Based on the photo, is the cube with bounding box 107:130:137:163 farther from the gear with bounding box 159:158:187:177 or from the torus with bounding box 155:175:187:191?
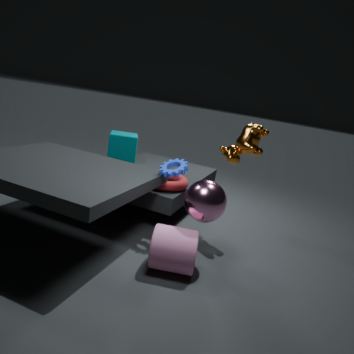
the gear with bounding box 159:158:187:177
